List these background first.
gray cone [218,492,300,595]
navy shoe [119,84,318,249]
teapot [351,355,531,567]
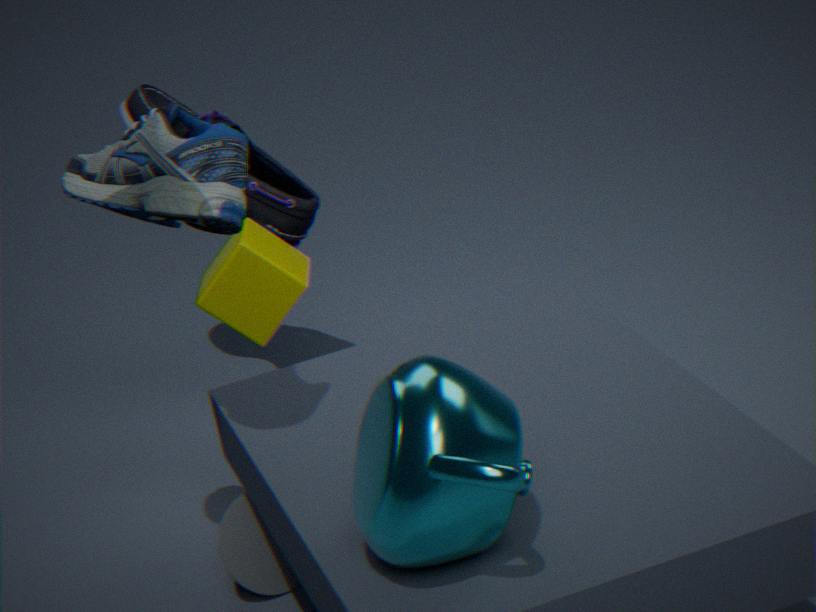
navy shoe [119,84,318,249], gray cone [218,492,300,595], teapot [351,355,531,567]
